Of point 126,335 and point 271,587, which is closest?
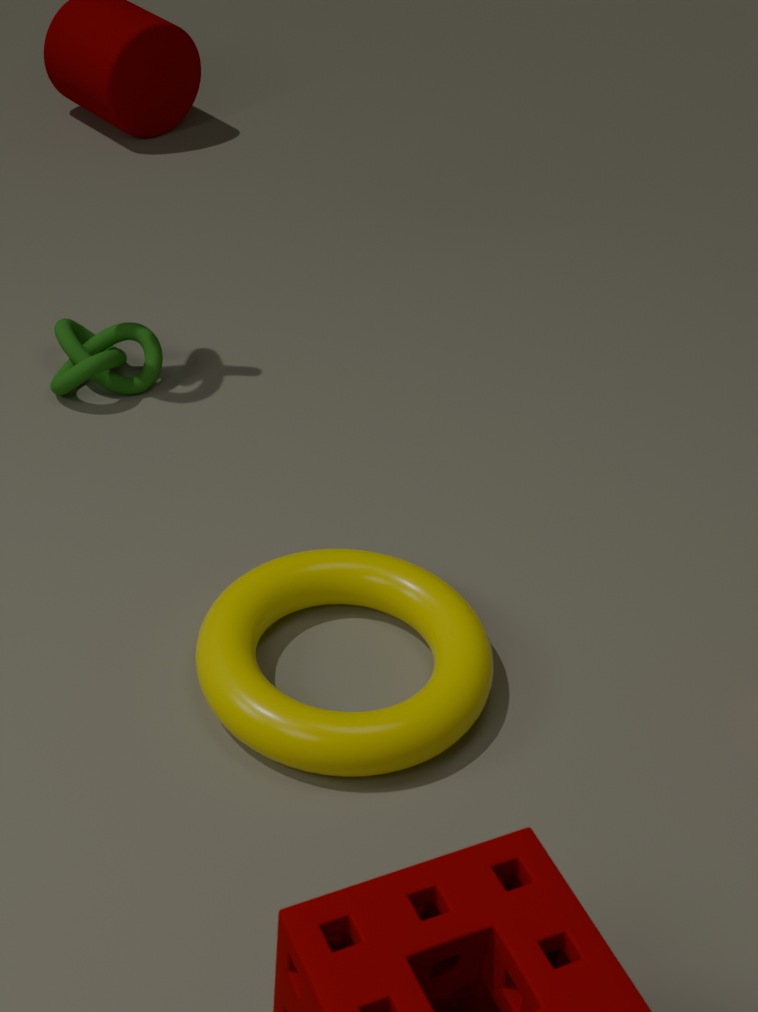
point 271,587
